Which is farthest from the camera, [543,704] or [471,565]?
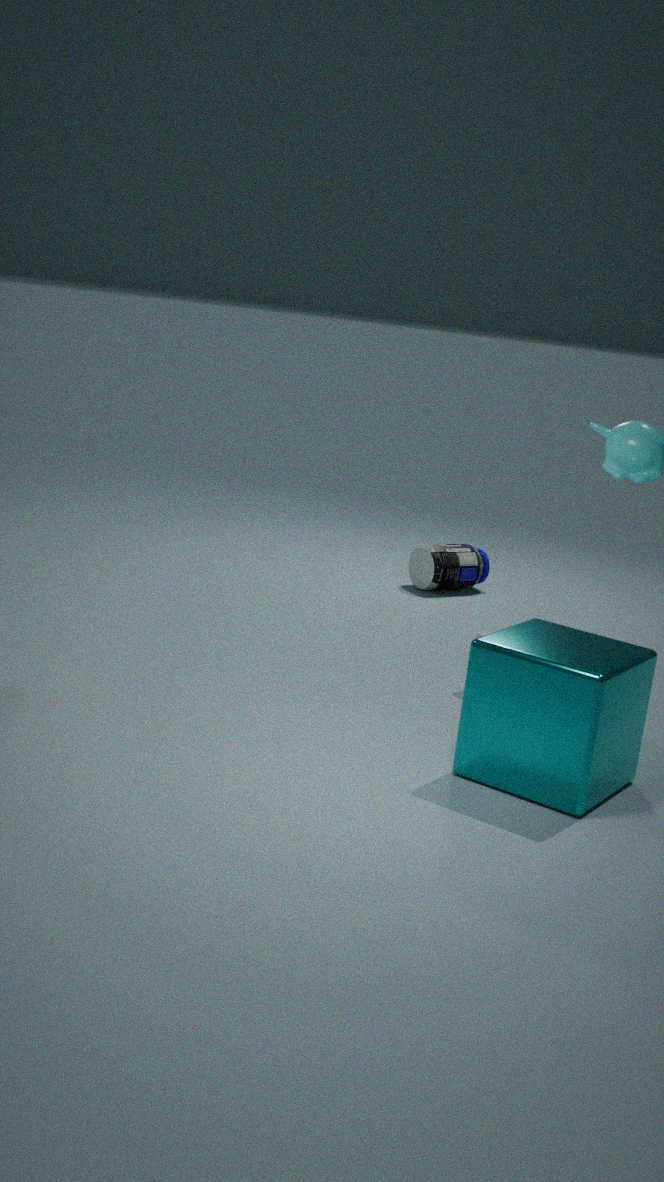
[471,565]
